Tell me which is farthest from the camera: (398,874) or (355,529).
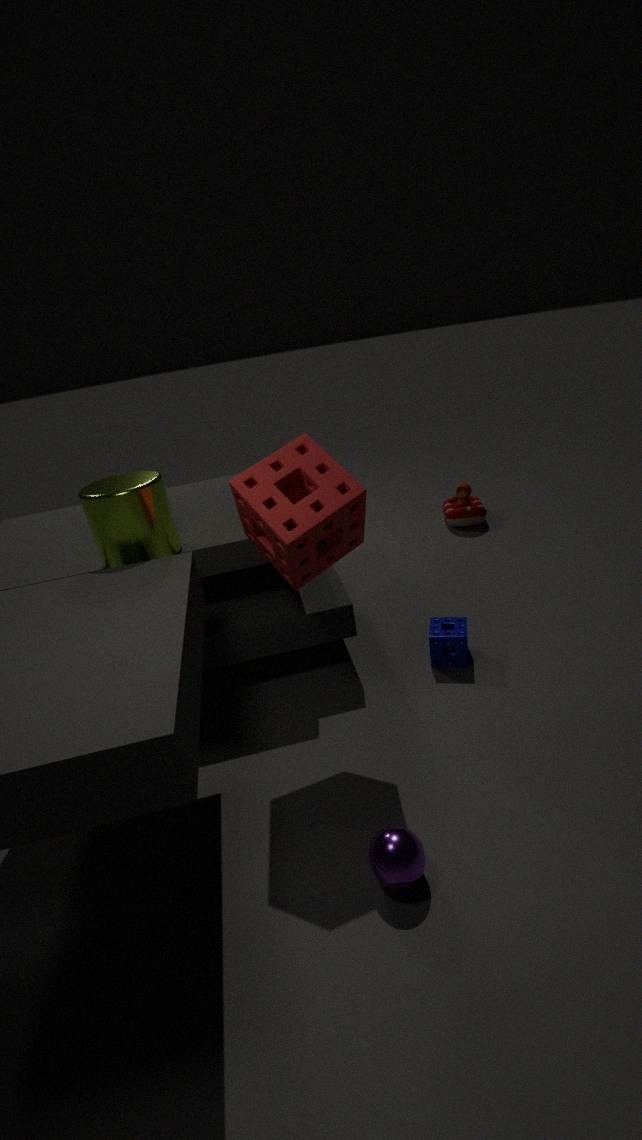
(355,529)
